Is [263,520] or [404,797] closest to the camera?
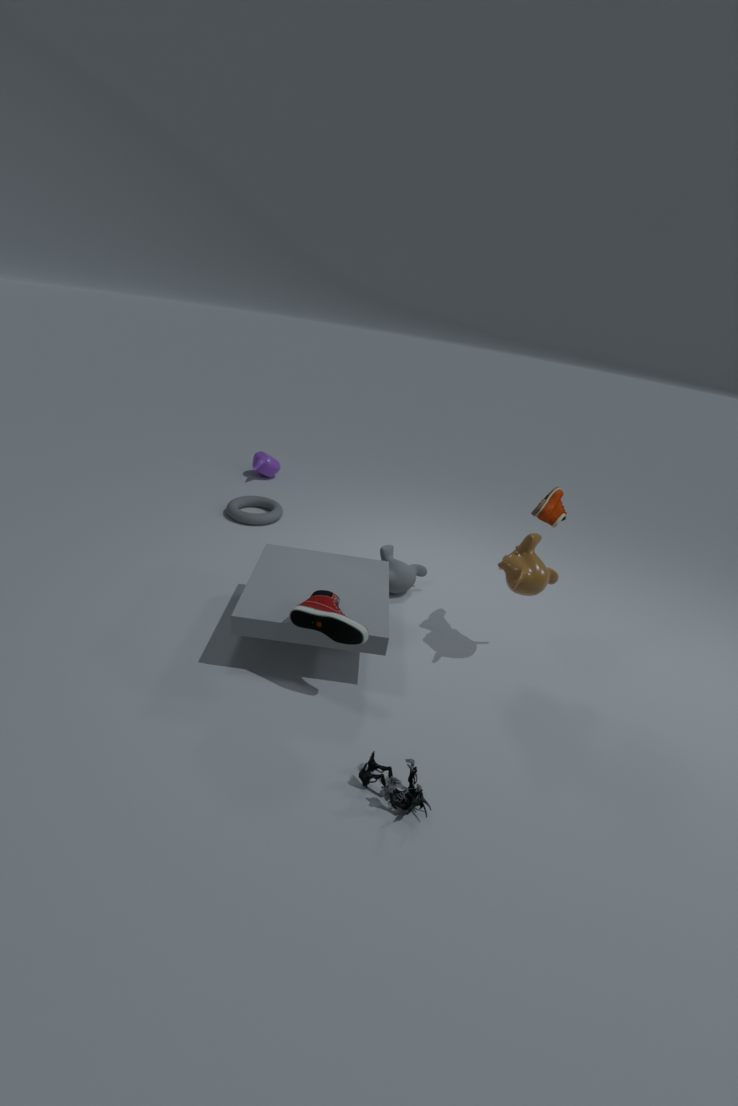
[404,797]
